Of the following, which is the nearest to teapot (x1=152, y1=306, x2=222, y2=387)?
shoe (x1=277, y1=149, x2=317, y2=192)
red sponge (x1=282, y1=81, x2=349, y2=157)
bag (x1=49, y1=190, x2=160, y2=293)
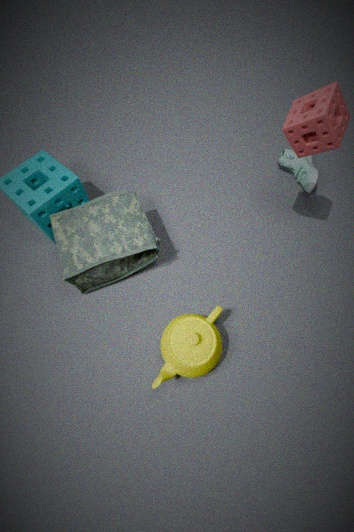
bag (x1=49, y1=190, x2=160, y2=293)
